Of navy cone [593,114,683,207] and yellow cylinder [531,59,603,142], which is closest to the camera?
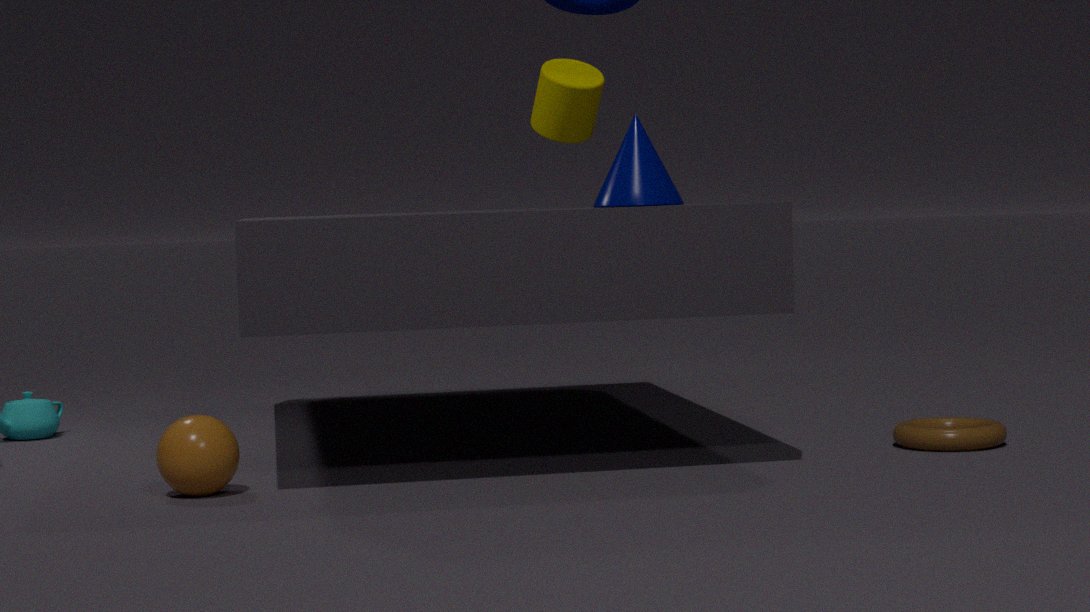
navy cone [593,114,683,207]
